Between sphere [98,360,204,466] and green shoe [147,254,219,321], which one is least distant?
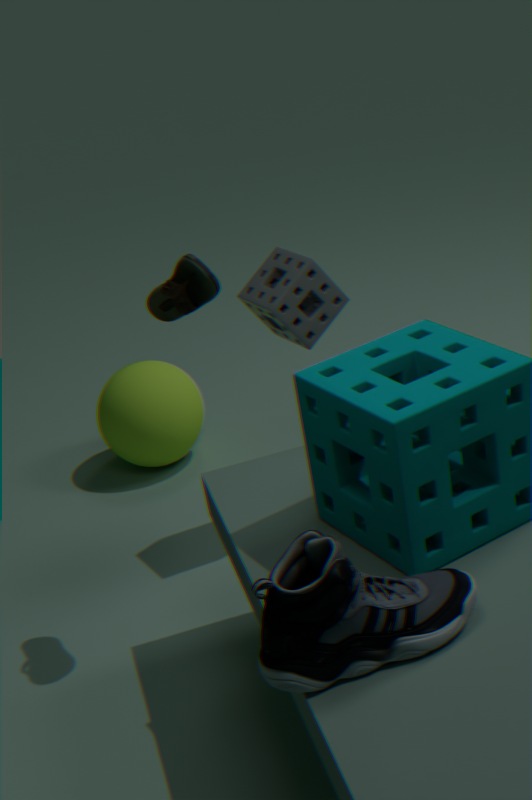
green shoe [147,254,219,321]
